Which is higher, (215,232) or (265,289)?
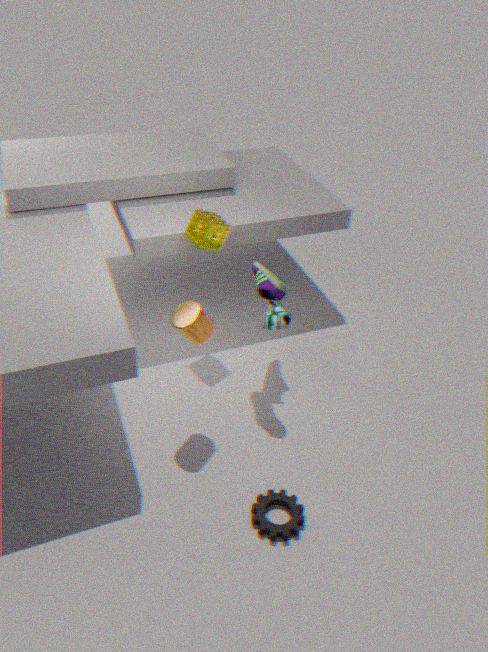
(215,232)
